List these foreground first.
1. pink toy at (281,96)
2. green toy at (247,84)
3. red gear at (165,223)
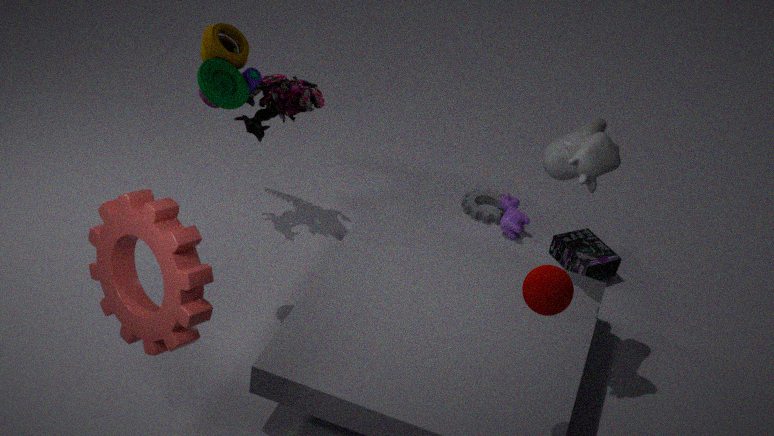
red gear at (165,223) < green toy at (247,84) < pink toy at (281,96)
